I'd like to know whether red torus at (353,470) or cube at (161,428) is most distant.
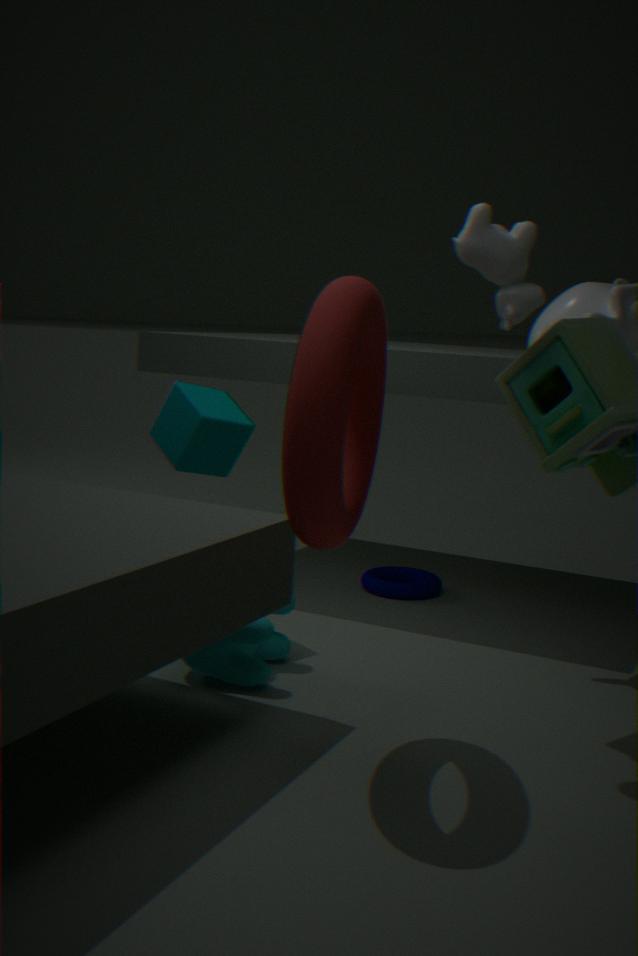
cube at (161,428)
